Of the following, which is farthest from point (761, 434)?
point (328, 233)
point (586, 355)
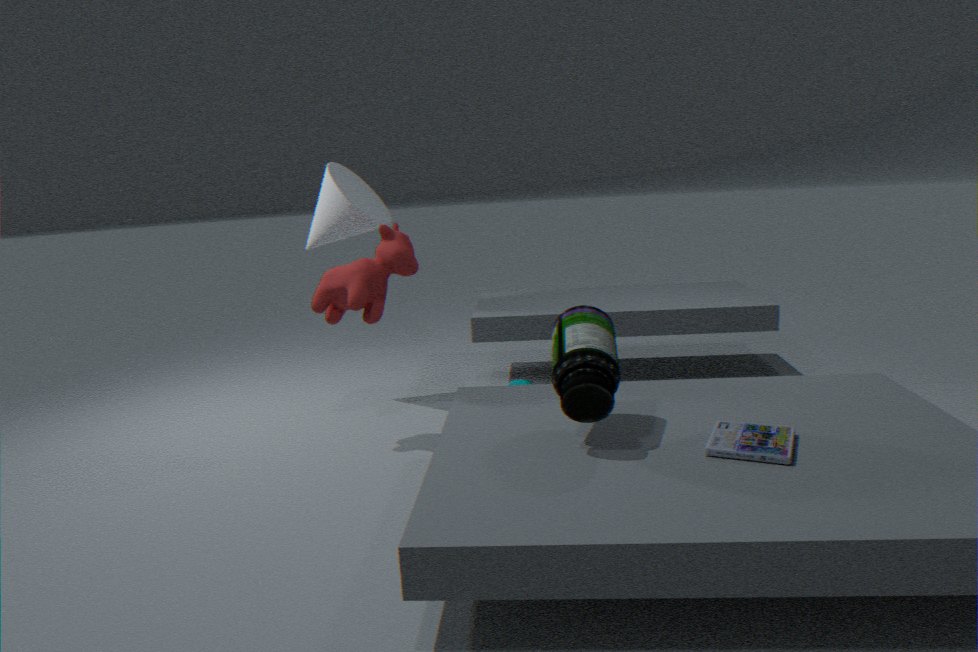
point (328, 233)
